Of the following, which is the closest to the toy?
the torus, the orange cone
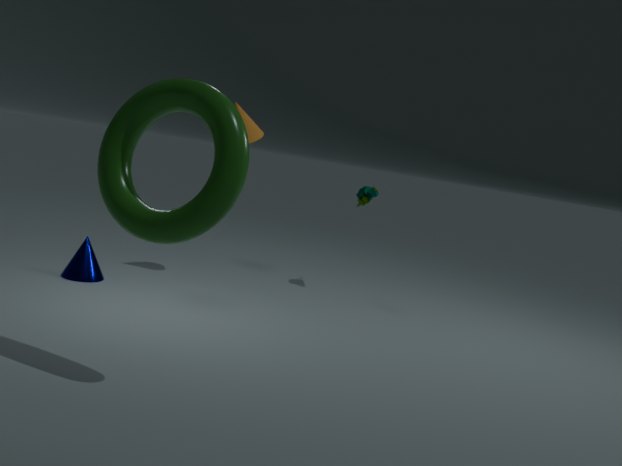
the orange cone
